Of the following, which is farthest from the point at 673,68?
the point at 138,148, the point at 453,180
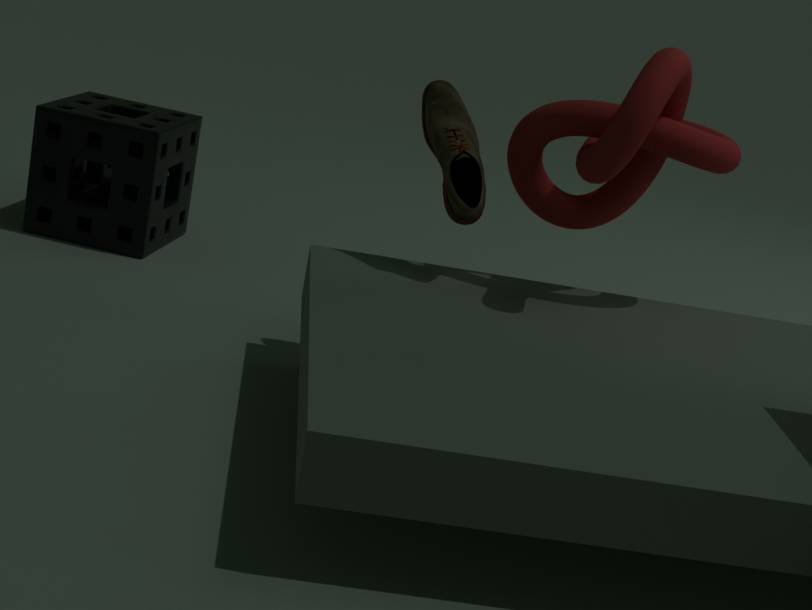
the point at 138,148
